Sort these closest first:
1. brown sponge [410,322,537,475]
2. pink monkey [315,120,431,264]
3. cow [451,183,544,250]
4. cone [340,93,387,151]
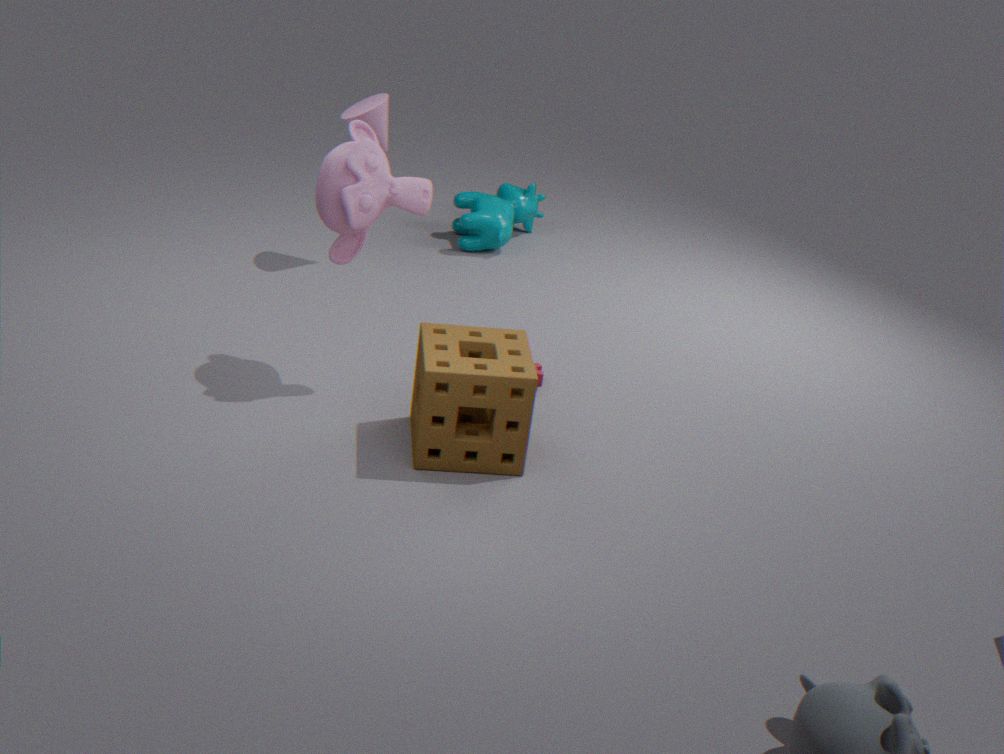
brown sponge [410,322,537,475], pink monkey [315,120,431,264], cone [340,93,387,151], cow [451,183,544,250]
